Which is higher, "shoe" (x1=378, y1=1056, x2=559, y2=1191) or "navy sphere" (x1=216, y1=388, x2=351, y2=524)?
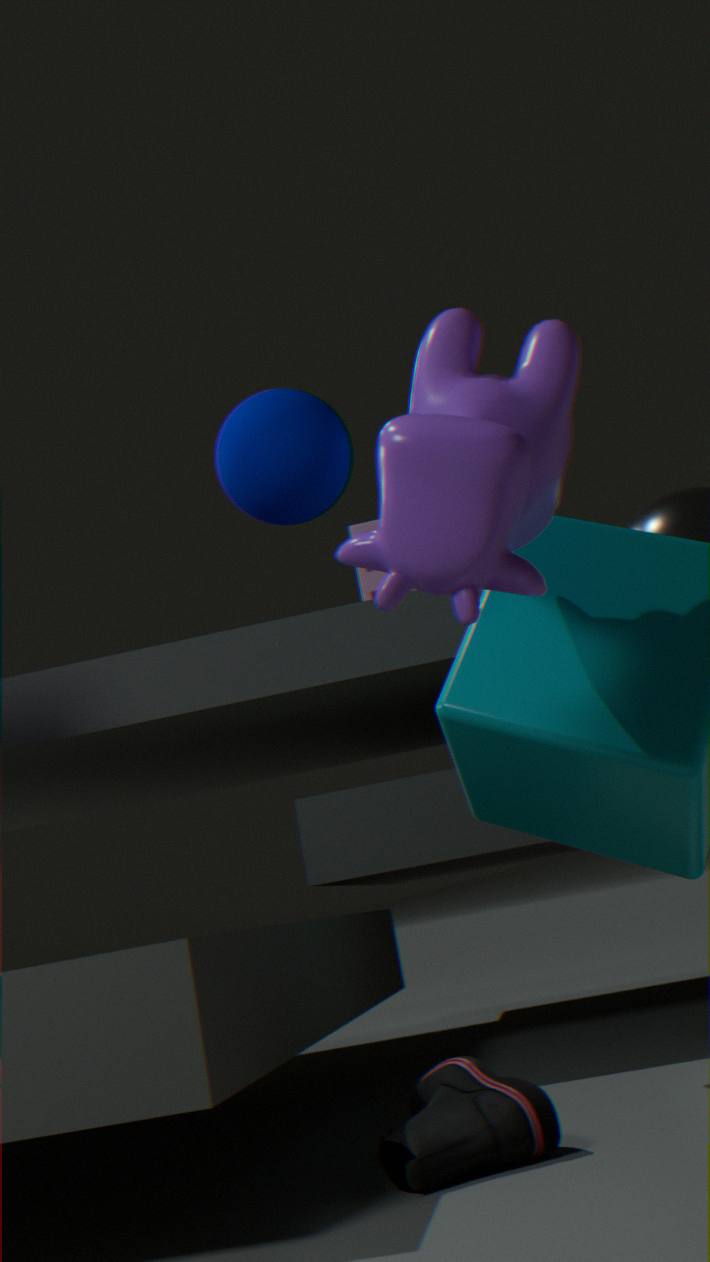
"navy sphere" (x1=216, y1=388, x2=351, y2=524)
